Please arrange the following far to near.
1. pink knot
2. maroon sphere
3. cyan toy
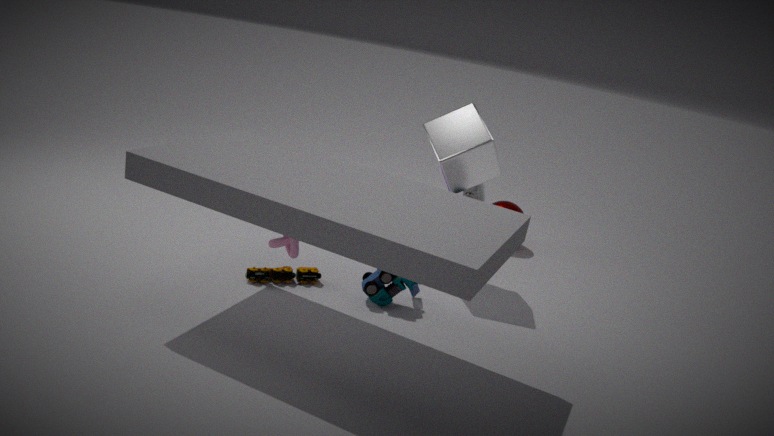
1. maroon sphere
2. cyan toy
3. pink knot
